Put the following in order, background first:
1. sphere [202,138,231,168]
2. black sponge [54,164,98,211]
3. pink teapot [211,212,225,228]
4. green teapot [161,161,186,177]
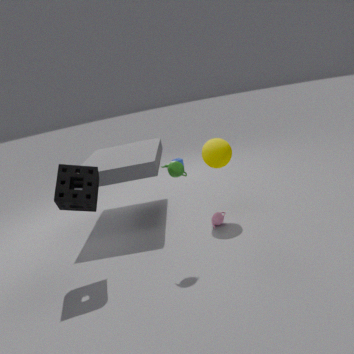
pink teapot [211,212,225,228]
sphere [202,138,231,168]
green teapot [161,161,186,177]
black sponge [54,164,98,211]
